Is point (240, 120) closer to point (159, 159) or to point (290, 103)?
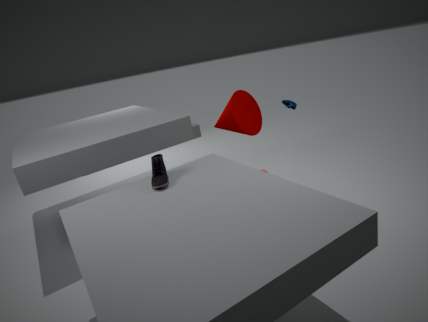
point (290, 103)
